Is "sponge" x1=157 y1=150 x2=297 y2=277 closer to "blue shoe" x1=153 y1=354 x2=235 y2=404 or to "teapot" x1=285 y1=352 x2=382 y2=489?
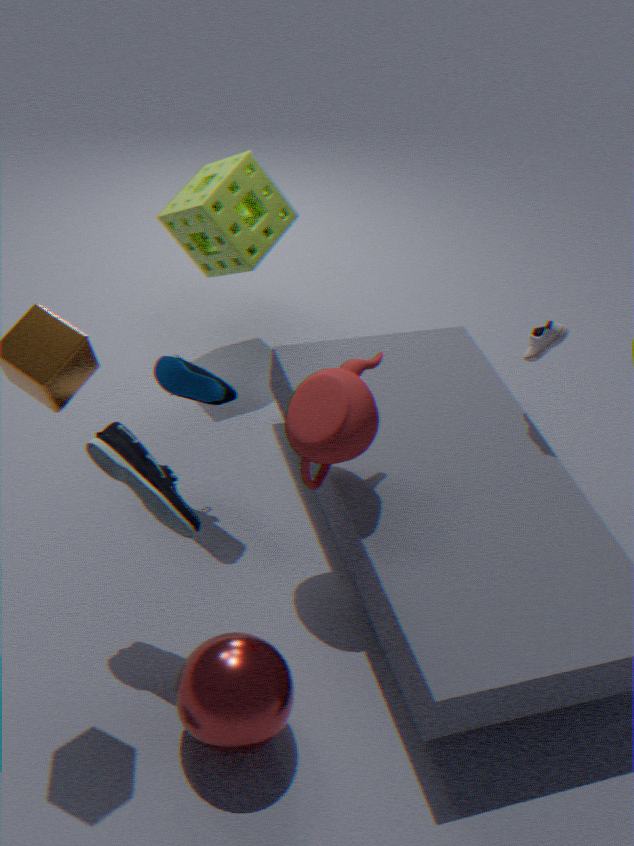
"blue shoe" x1=153 y1=354 x2=235 y2=404
